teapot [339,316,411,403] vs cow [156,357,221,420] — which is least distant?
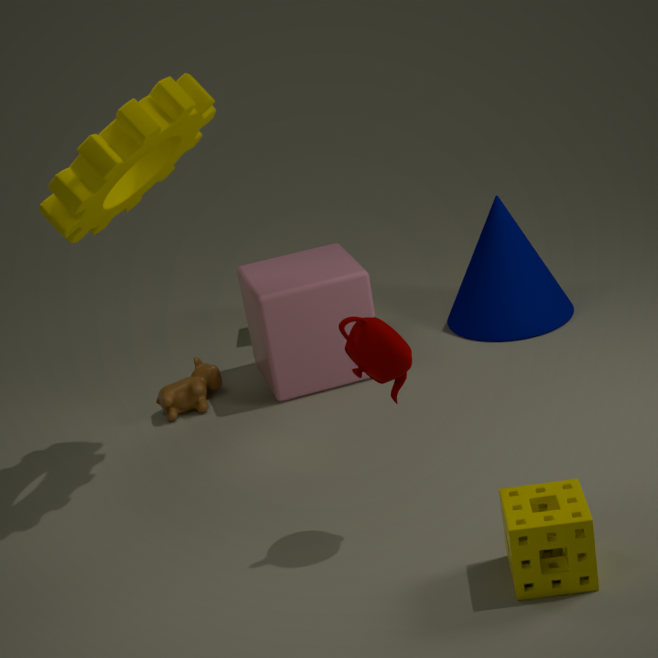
teapot [339,316,411,403]
